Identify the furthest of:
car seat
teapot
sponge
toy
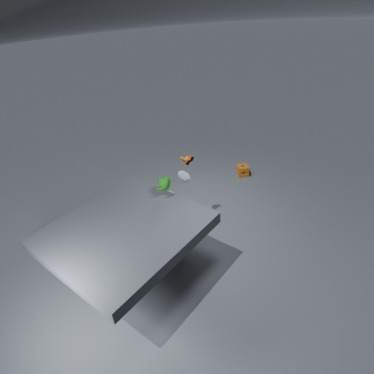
sponge
